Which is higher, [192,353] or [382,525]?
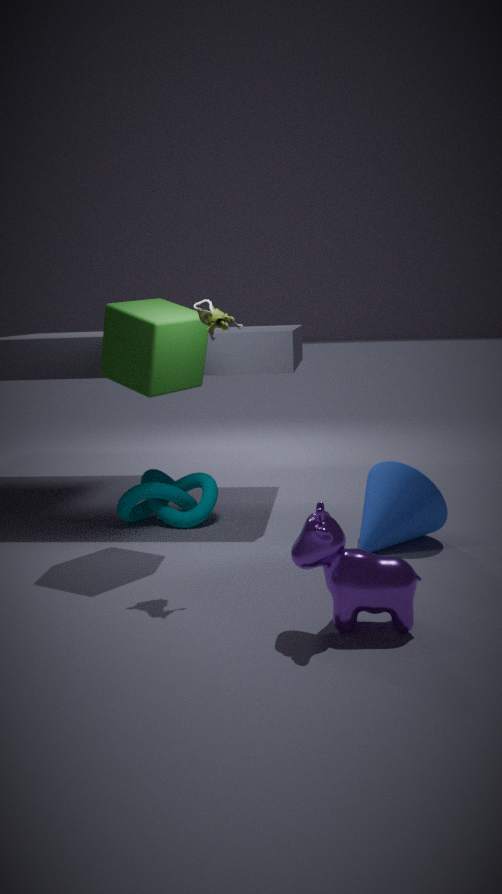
[192,353]
